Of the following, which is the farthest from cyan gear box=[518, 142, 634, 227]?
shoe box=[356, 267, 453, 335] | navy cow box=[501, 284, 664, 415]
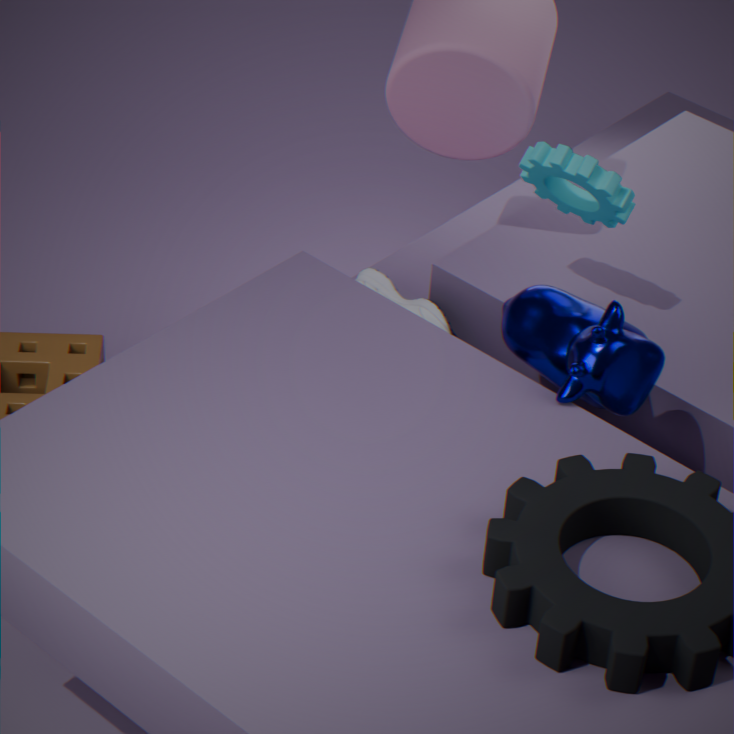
shoe box=[356, 267, 453, 335]
